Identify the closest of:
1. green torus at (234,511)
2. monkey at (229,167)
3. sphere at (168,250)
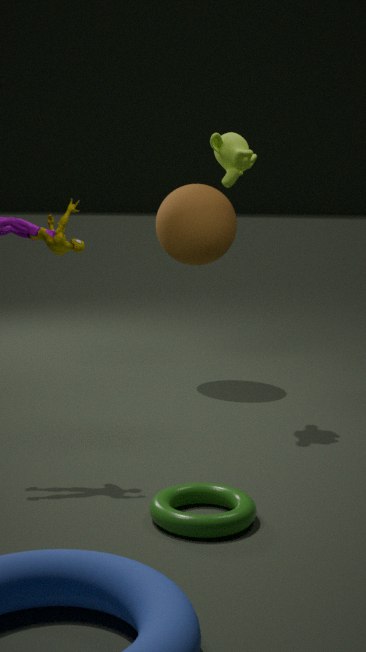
green torus at (234,511)
